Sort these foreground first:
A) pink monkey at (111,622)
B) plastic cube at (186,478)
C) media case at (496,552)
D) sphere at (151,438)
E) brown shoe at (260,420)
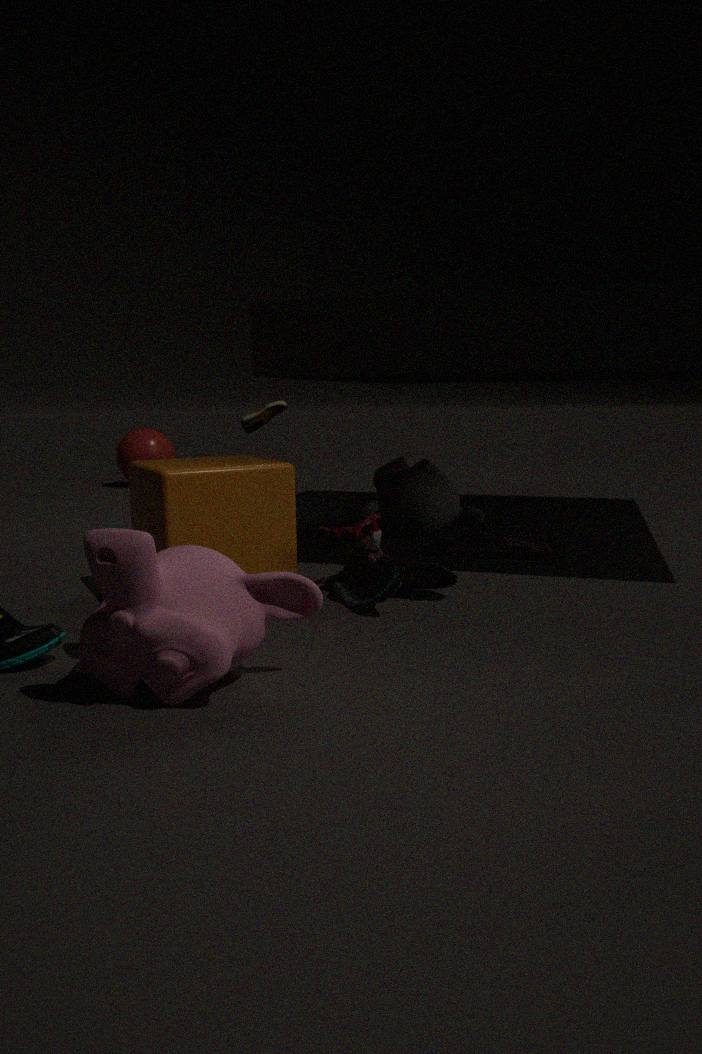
pink monkey at (111,622)
plastic cube at (186,478)
media case at (496,552)
brown shoe at (260,420)
sphere at (151,438)
